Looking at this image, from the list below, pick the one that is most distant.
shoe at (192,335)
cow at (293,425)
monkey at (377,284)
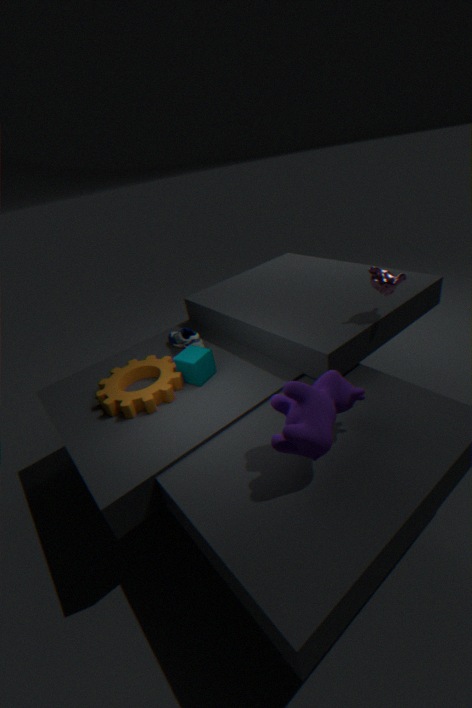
shoe at (192,335)
